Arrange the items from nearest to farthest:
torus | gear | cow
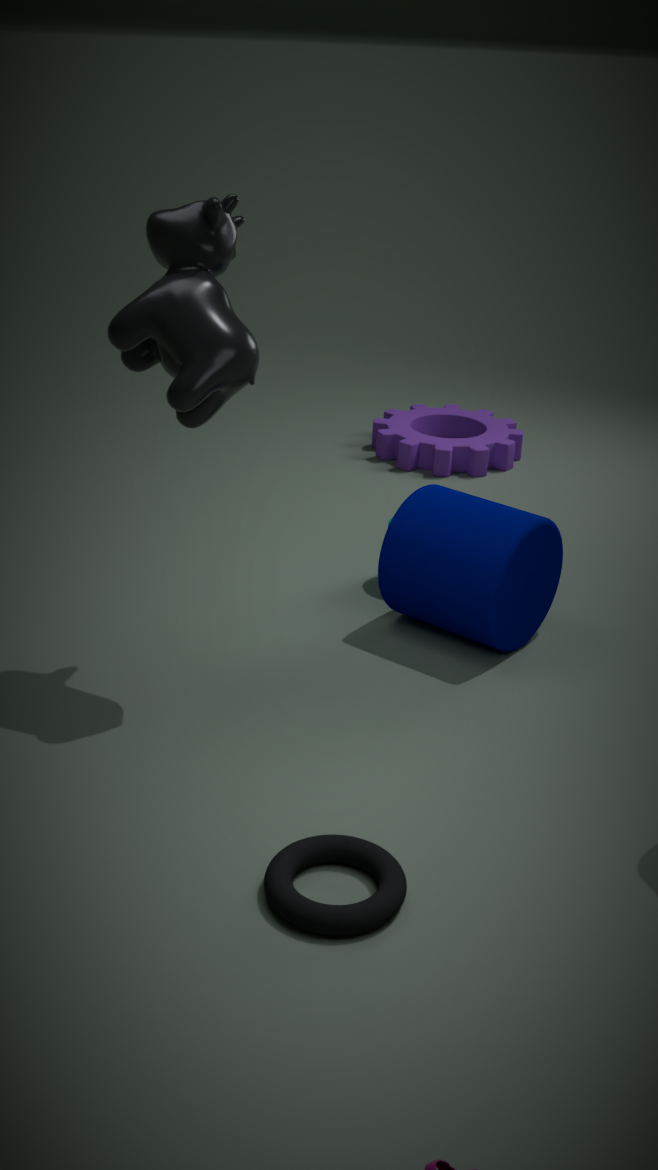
1. torus
2. cow
3. gear
